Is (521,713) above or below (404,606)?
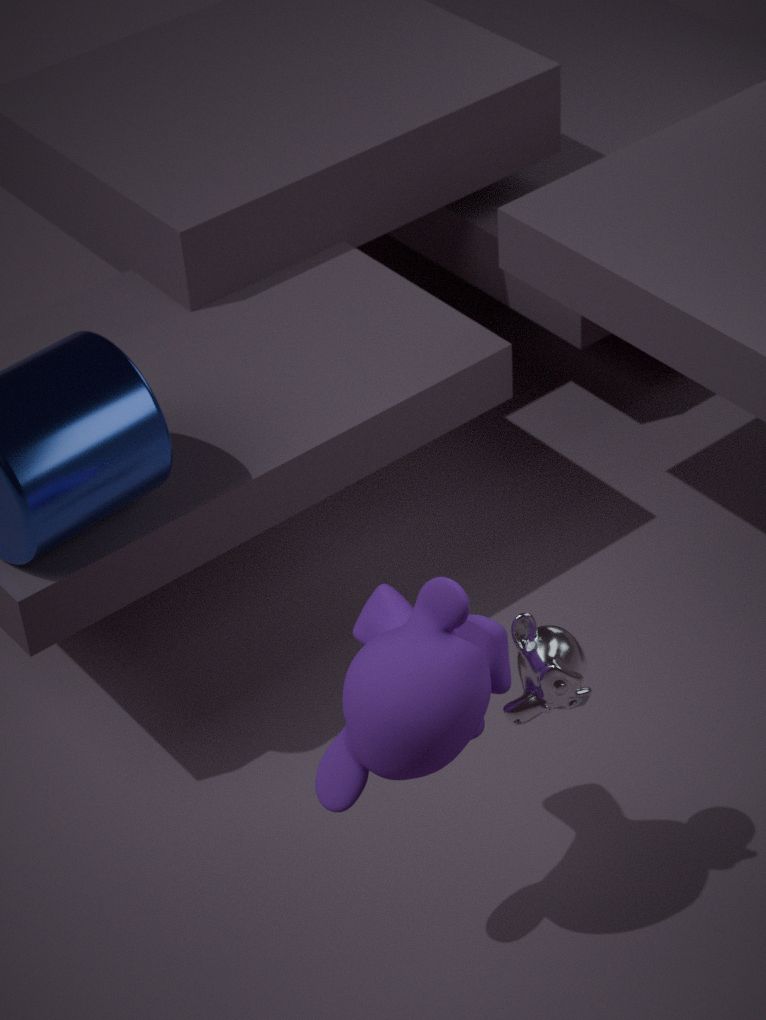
below
